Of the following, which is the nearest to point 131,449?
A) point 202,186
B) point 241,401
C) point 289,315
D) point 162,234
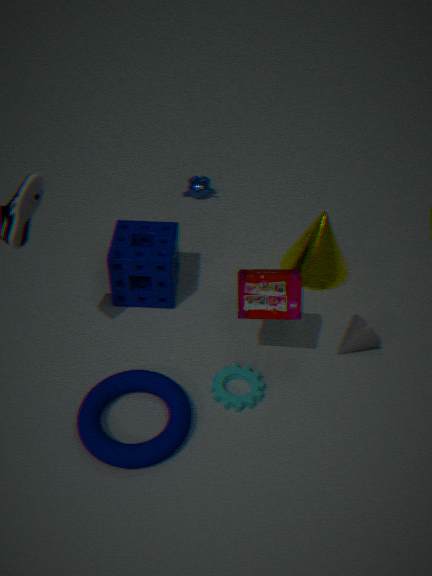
point 241,401
